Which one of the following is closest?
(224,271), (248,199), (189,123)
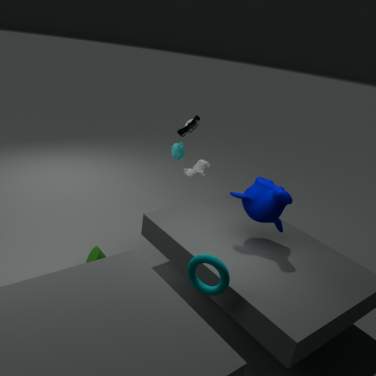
(224,271)
